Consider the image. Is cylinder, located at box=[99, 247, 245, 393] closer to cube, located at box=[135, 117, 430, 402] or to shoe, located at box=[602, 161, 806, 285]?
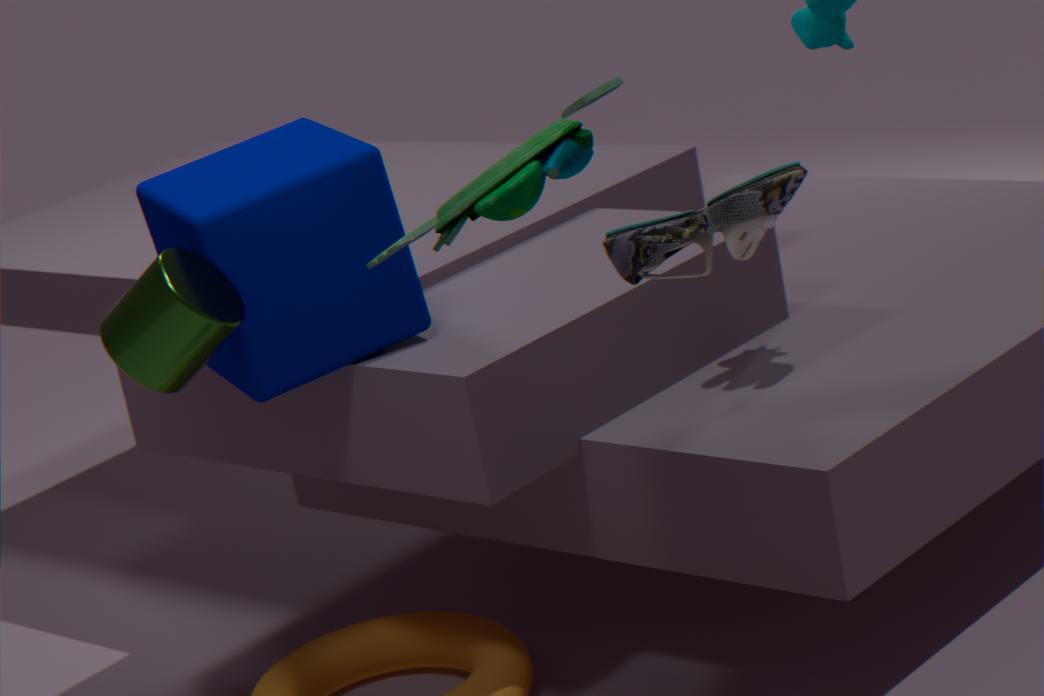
cube, located at box=[135, 117, 430, 402]
